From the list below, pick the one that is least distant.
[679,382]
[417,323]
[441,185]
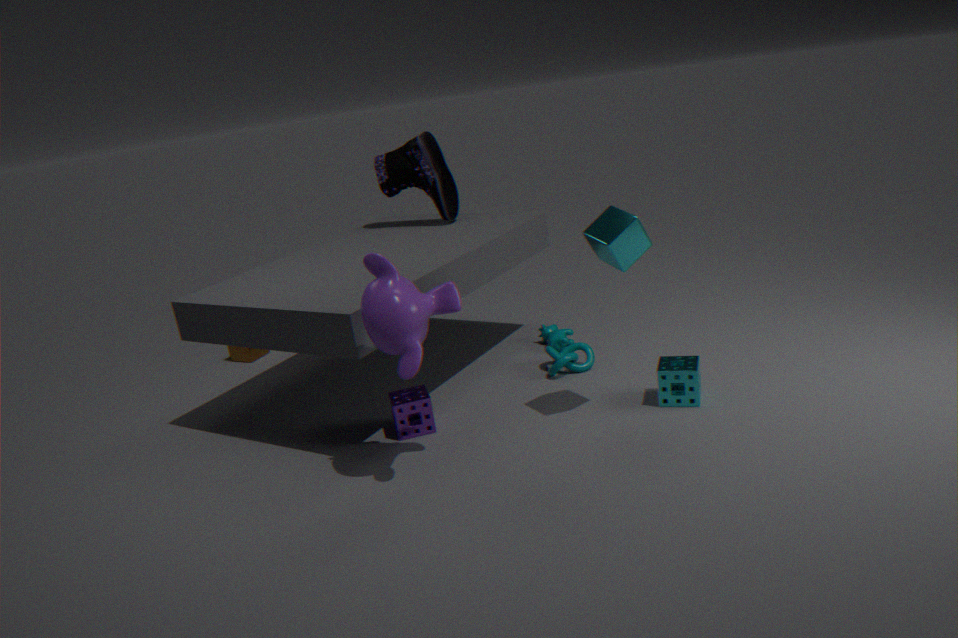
[417,323]
